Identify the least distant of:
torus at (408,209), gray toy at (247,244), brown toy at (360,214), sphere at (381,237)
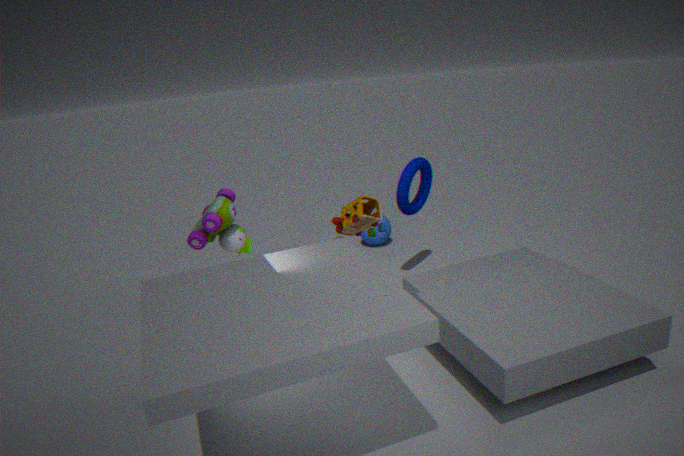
gray toy at (247,244)
